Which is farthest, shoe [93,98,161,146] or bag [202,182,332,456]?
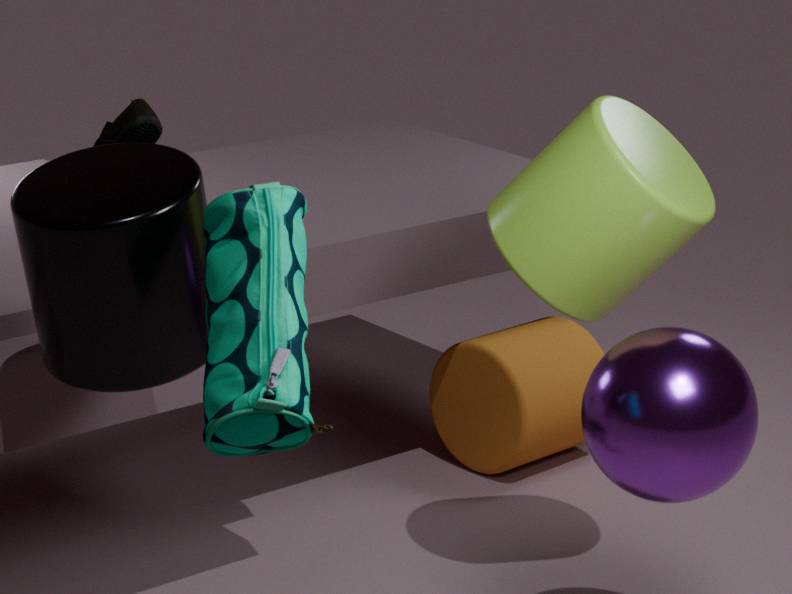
shoe [93,98,161,146]
